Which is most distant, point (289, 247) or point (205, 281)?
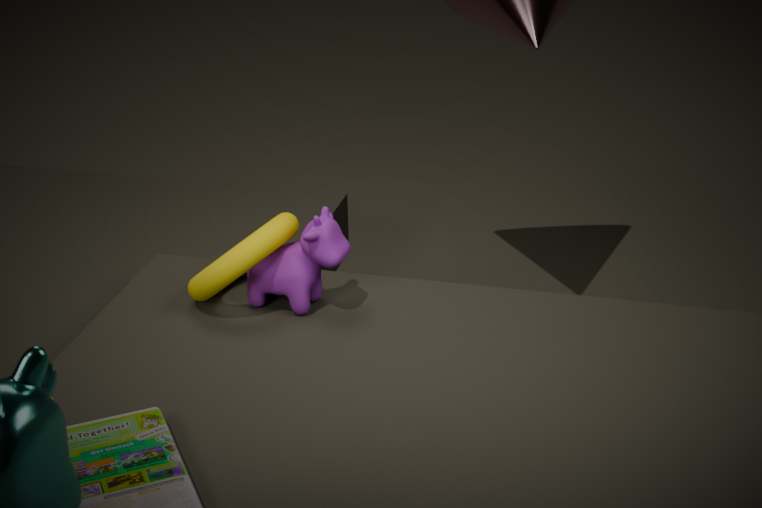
point (289, 247)
